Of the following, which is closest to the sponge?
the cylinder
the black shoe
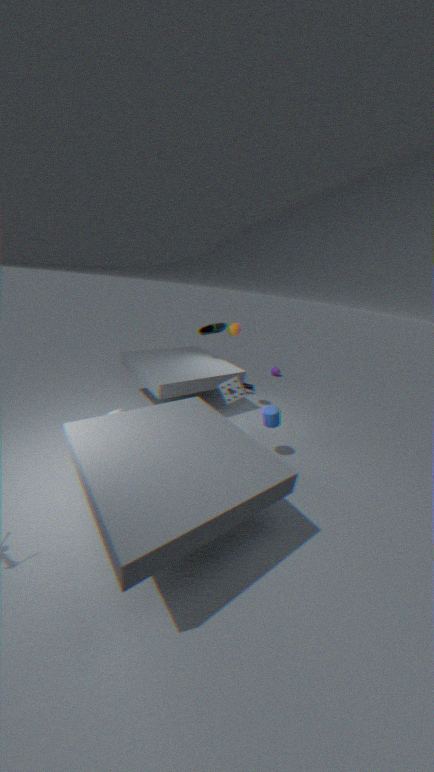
the cylinder
